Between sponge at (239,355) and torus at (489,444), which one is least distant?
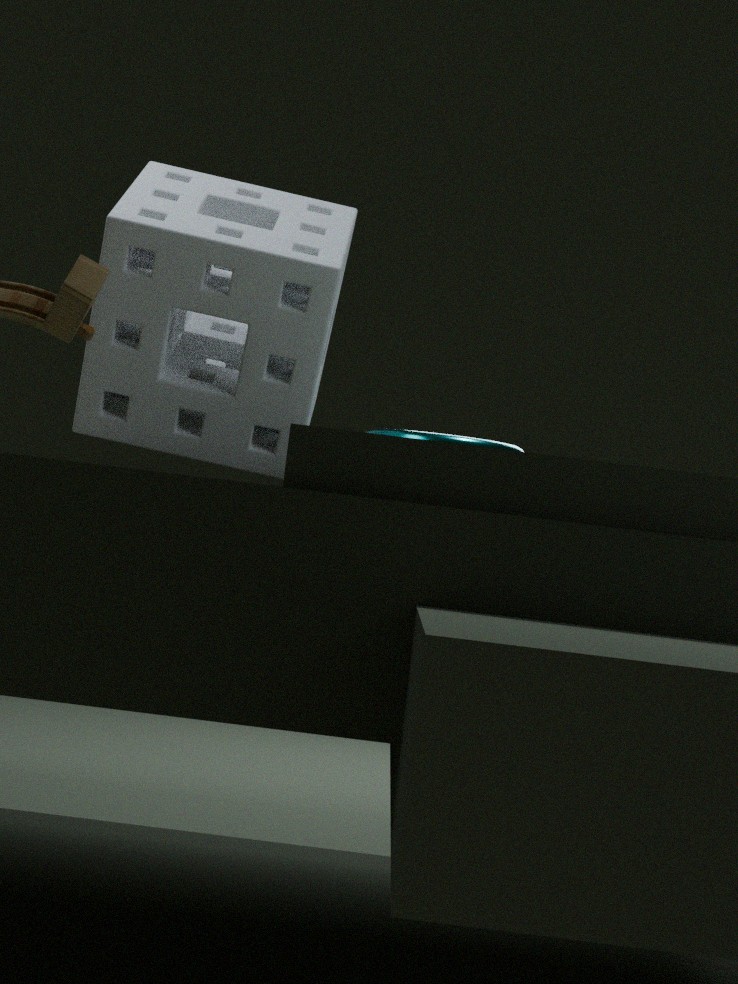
torus at (489,444)
